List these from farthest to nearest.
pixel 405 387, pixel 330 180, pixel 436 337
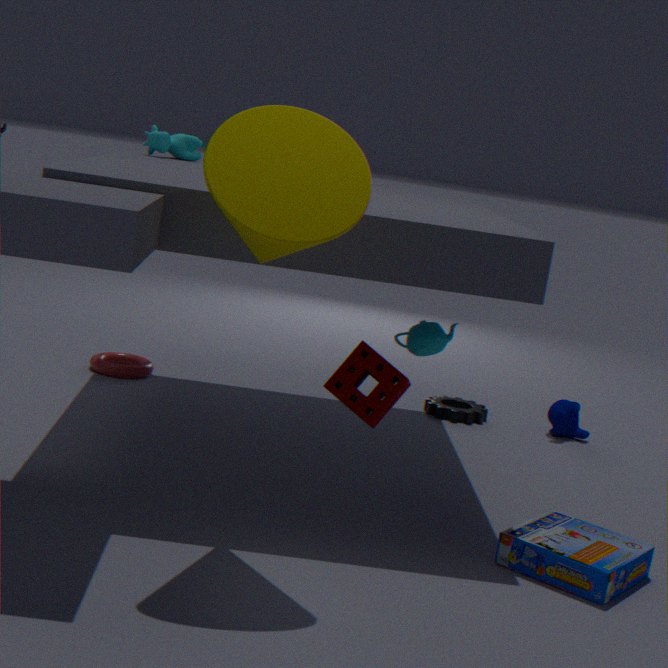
pixel 436 337, pixel 405 387, pixel 330 180
